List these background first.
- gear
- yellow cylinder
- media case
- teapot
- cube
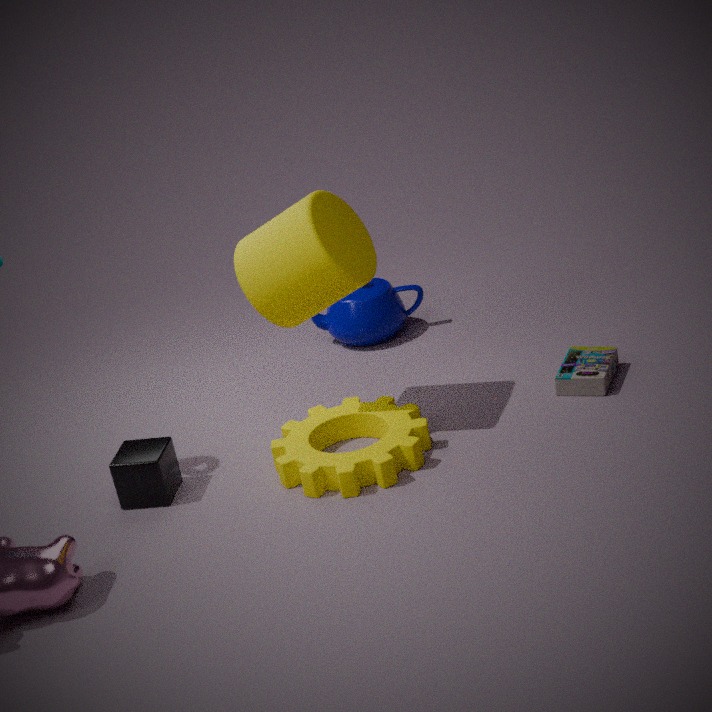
teapot < media case < cube < yellow cylinder < gear
